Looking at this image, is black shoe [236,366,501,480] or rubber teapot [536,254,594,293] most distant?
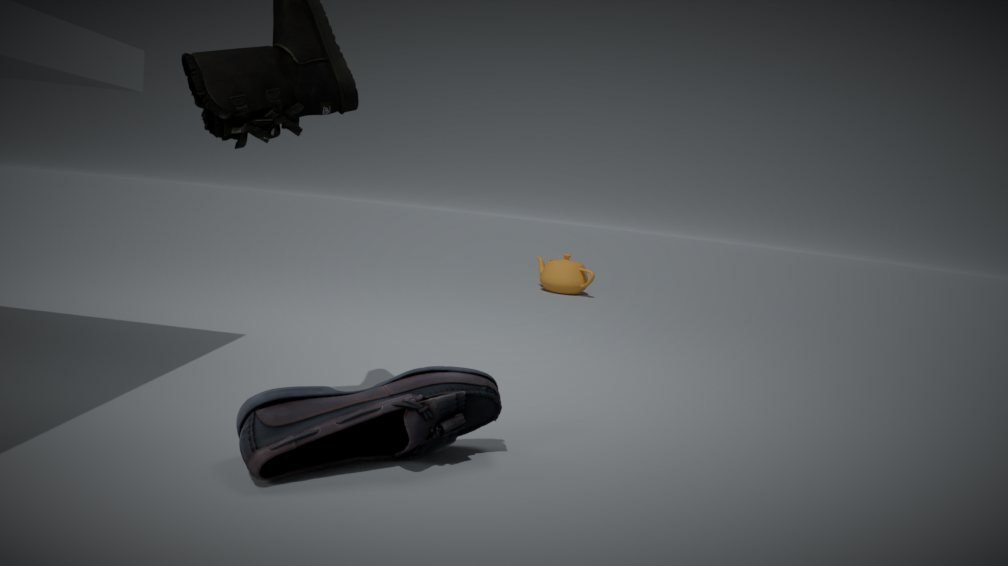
rubber teapot [536,254,594,293]
